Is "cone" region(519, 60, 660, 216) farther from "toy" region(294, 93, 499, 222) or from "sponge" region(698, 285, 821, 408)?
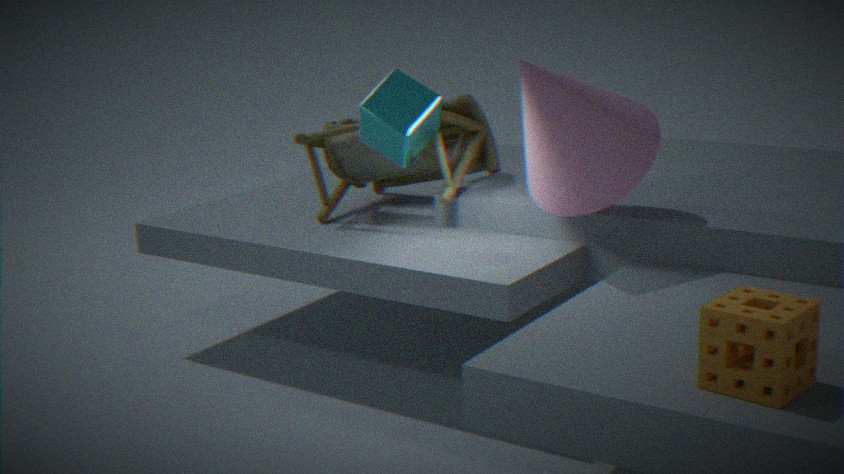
"sponge" region(698, 285, 821, 408)
